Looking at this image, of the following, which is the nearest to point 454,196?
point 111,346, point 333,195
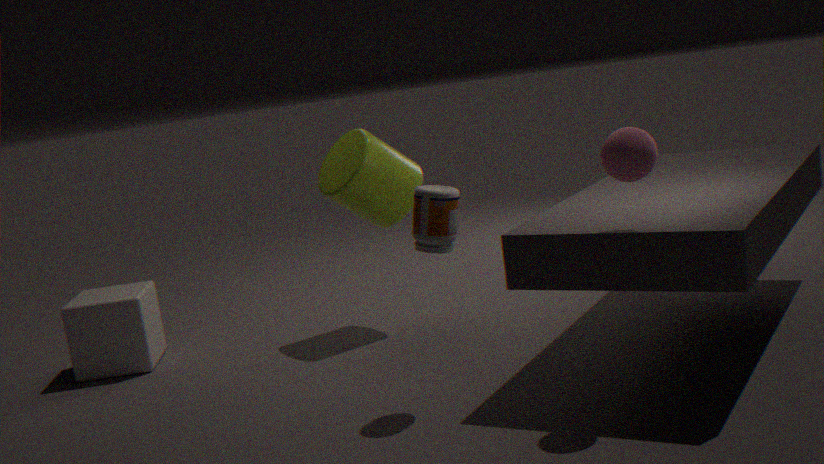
point 333,195
